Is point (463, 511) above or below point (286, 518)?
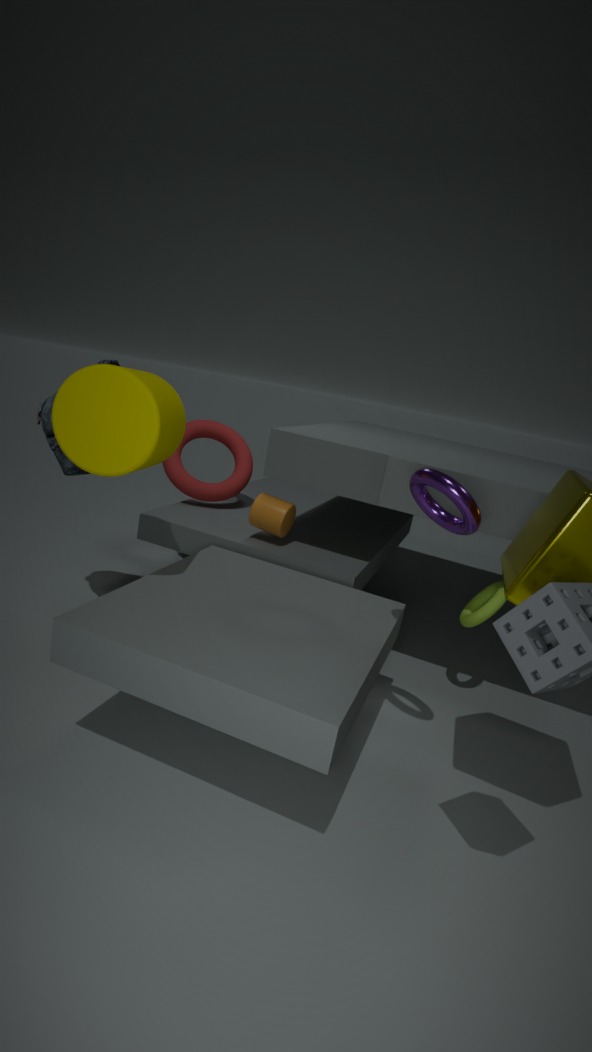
above
